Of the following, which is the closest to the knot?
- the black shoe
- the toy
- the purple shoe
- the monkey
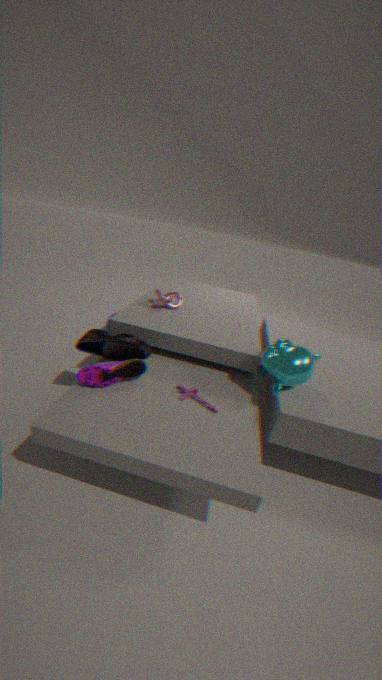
the black shoe
